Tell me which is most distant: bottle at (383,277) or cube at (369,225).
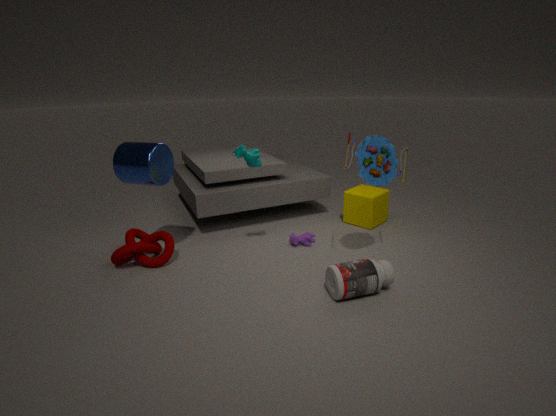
cube at (369,225)
